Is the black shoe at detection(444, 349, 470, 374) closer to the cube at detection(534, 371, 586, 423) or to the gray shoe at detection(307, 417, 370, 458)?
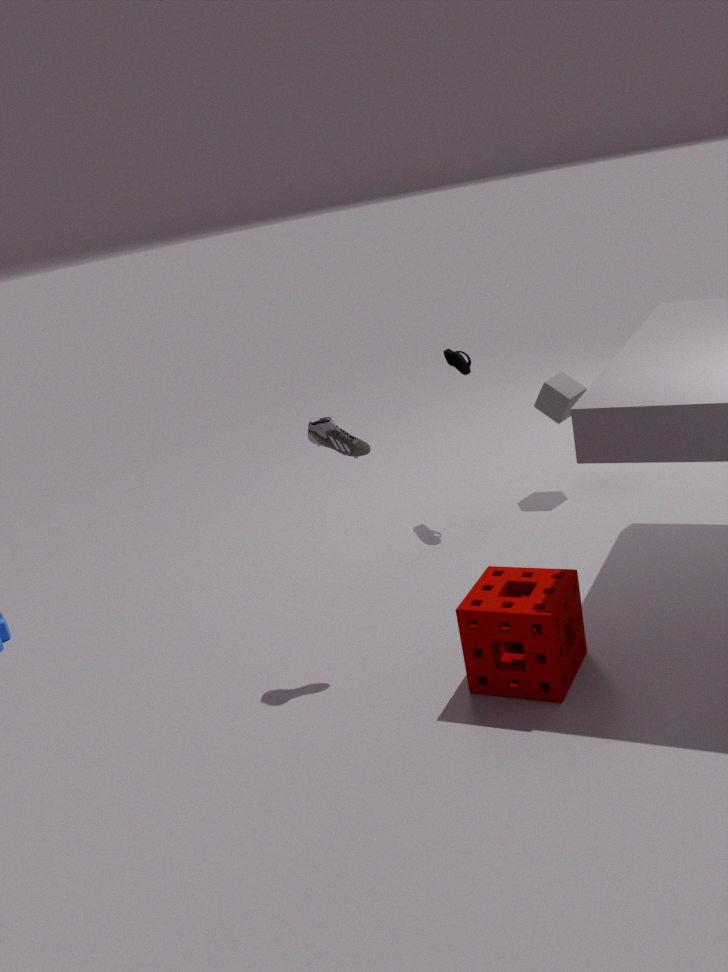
the cube at detection(534, 371, 586, 423)
